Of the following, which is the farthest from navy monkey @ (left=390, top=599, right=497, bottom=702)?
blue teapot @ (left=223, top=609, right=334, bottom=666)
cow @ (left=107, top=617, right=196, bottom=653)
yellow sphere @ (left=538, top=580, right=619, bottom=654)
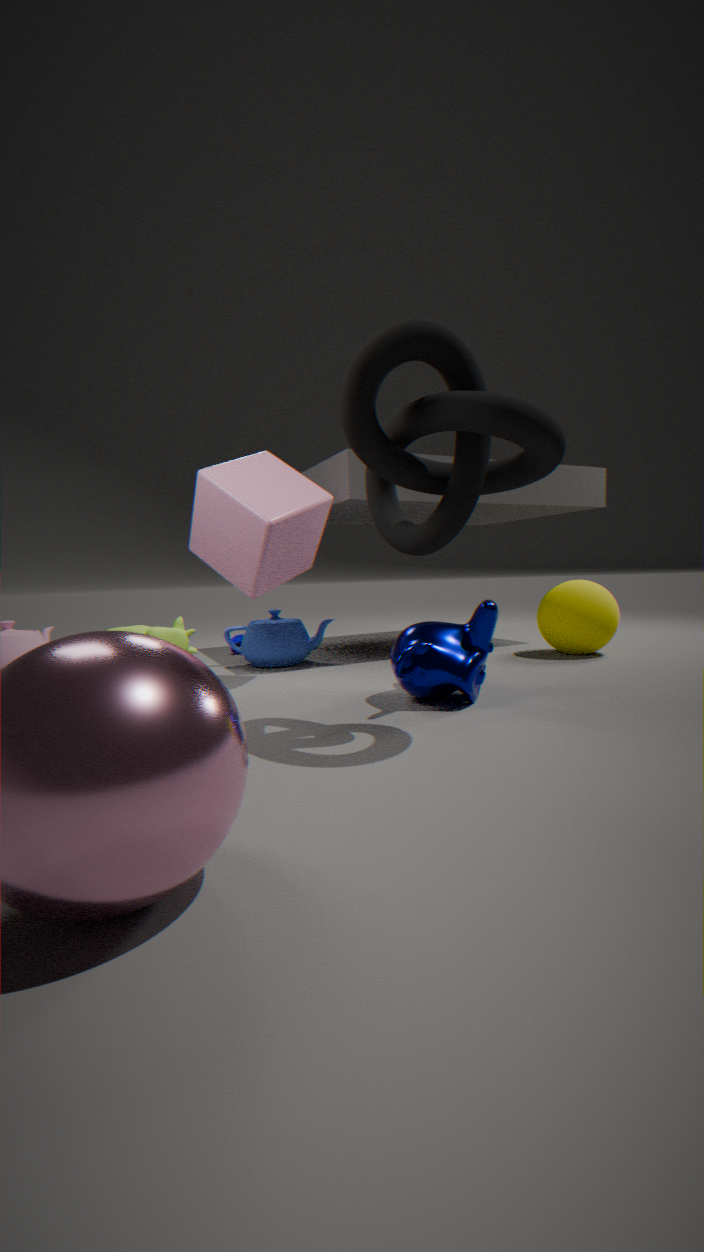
cow @ (left=107, top=617, right=196, bottom=653)
